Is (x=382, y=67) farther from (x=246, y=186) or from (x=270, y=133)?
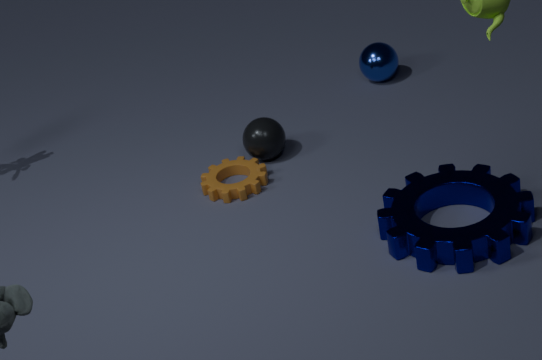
(x=246, y=186)
